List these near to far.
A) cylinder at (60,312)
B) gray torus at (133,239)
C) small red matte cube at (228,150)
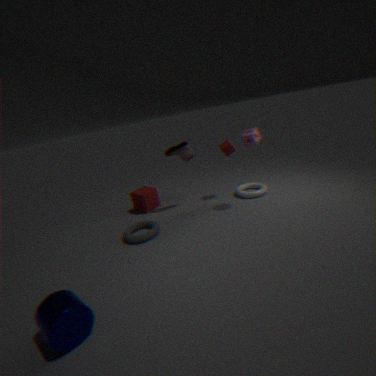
cylinder at (60,312) → gray torus at (133,239) → small red matte cube at (228,150)
